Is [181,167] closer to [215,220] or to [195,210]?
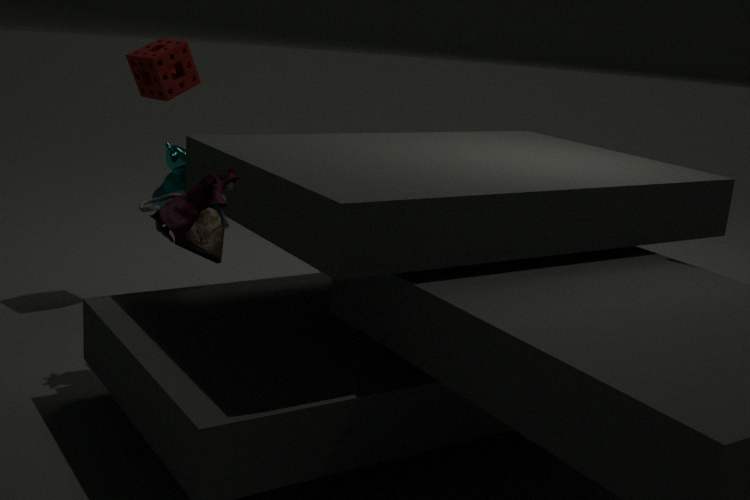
[215,220]
